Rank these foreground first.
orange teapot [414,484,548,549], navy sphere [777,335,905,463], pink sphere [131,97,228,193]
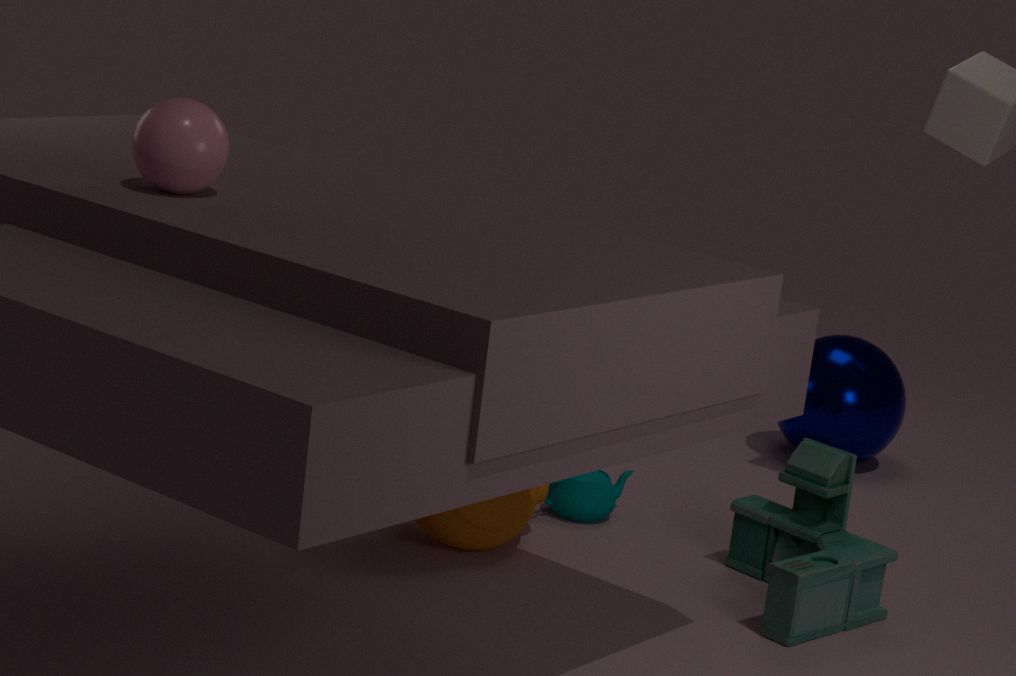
pink sphere [131,97,228,193] → orange teapot [414,484,548,549] → navy sphere [777,335,905,463]
